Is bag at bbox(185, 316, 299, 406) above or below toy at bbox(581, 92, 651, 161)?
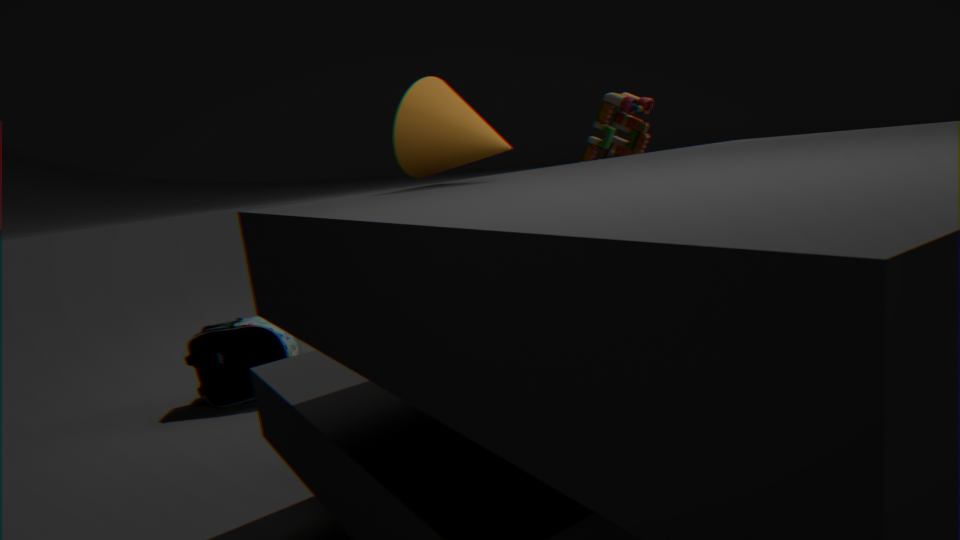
below
